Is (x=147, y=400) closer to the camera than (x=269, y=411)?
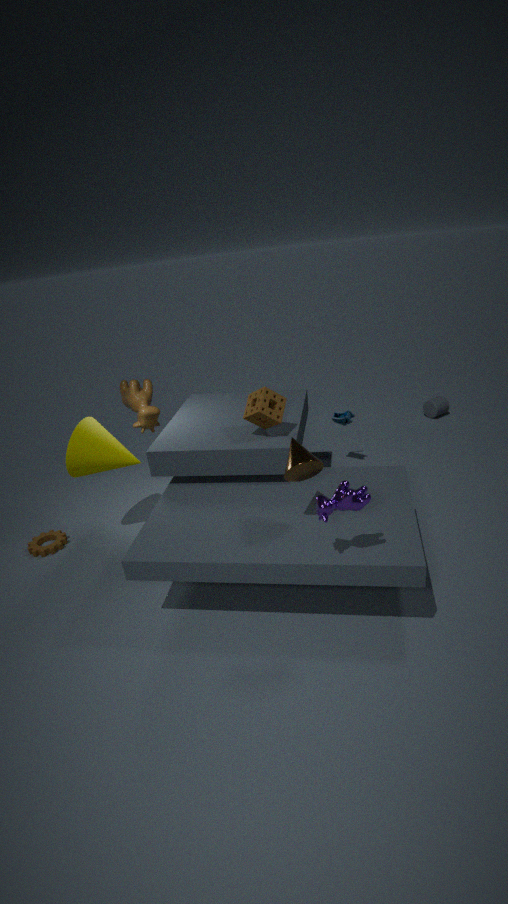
No
